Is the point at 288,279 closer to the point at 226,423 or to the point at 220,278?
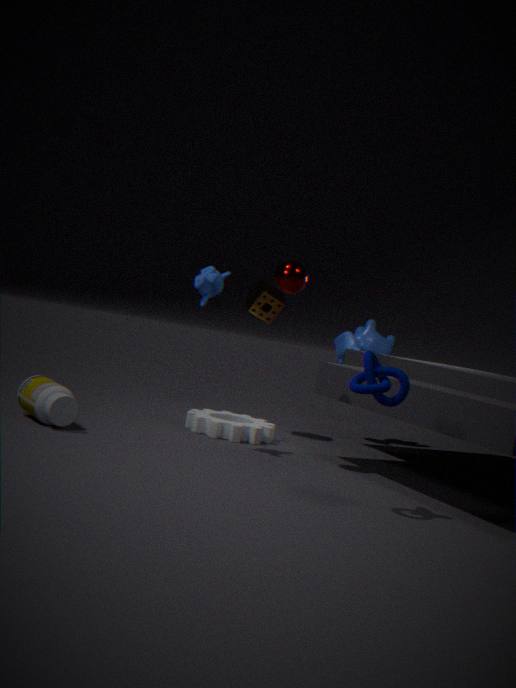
the point at 220,278
